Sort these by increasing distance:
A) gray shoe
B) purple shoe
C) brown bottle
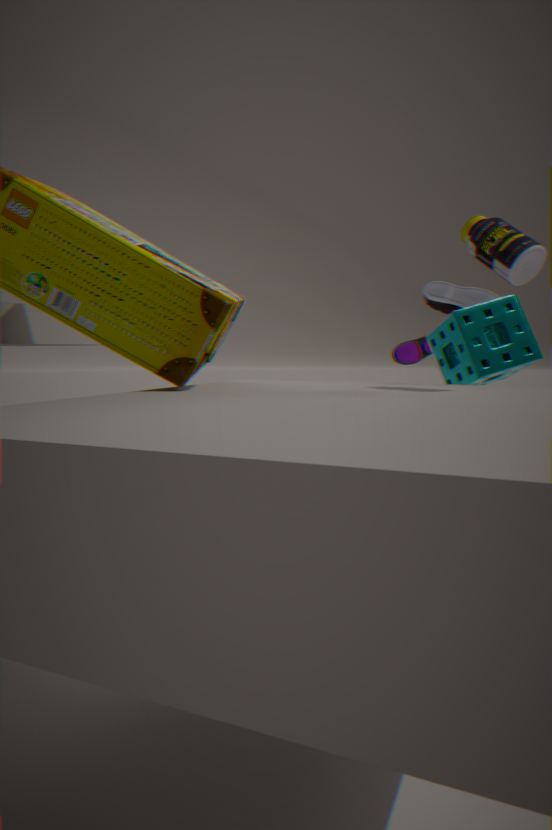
brown bottle < gray shoe < purple shoe
